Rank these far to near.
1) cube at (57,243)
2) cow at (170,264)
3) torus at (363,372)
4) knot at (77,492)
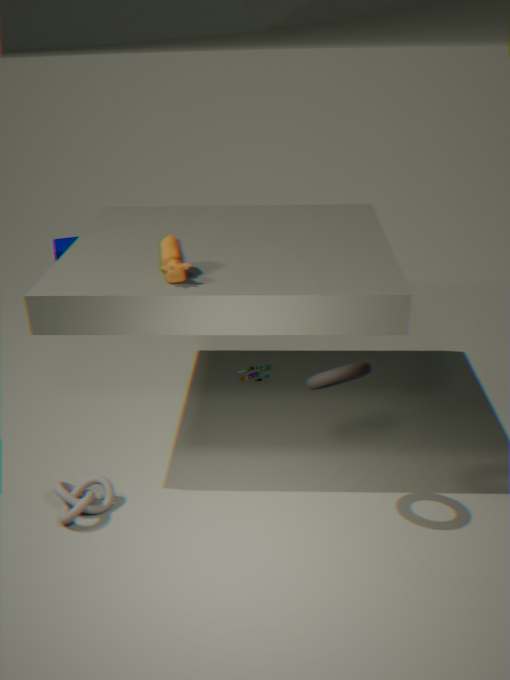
1. 1. cube at (57,243)
2. 4. knot at (77,492)
3. 2. cow at (170,264)
4. 3. torus at (363,372)
